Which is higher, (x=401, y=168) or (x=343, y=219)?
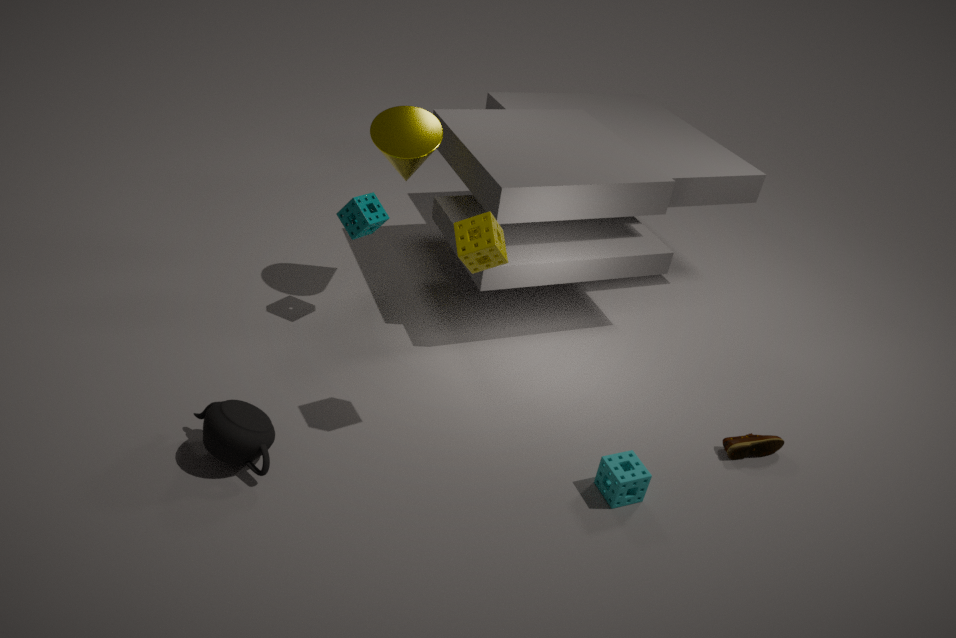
(x=401, y=168)
